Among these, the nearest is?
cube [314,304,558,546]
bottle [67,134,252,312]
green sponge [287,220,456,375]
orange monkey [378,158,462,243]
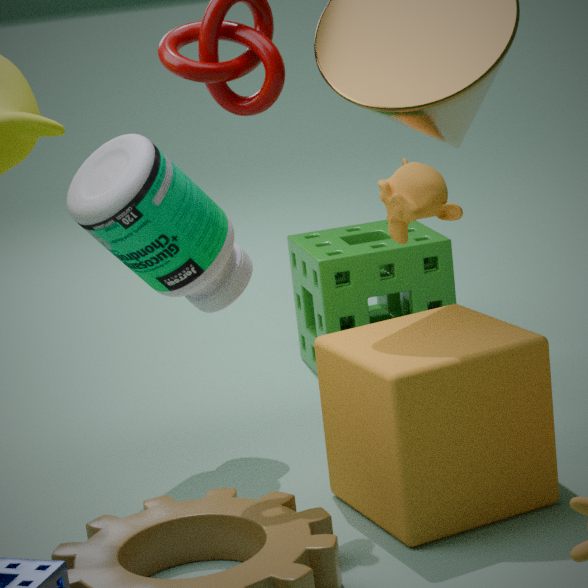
cube [314,304,558,546]
